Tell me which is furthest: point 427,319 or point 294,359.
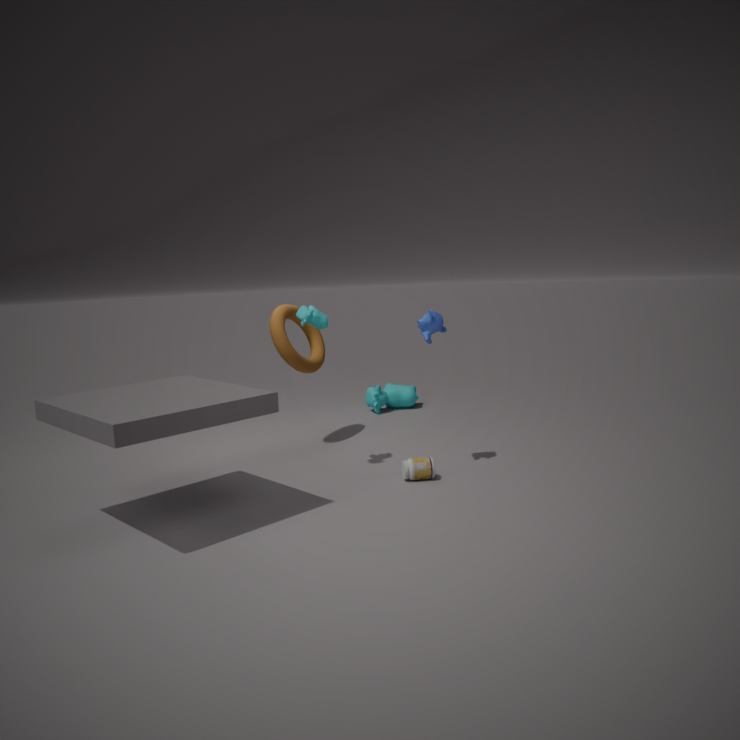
point 294,359
